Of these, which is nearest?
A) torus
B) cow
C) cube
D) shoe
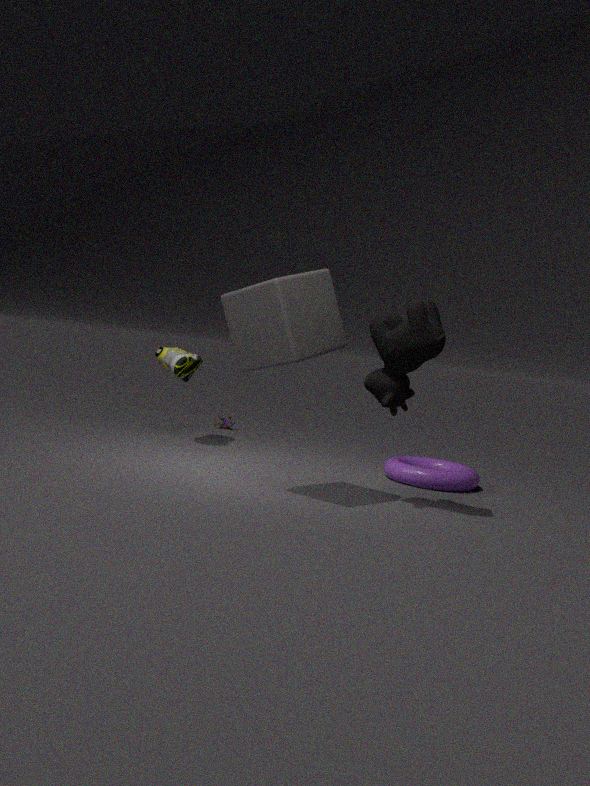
cube
